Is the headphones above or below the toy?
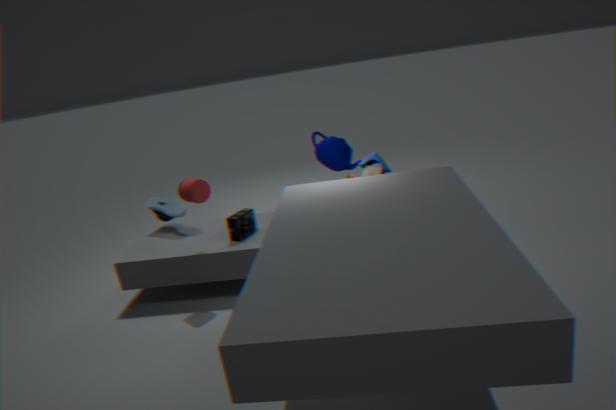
below
